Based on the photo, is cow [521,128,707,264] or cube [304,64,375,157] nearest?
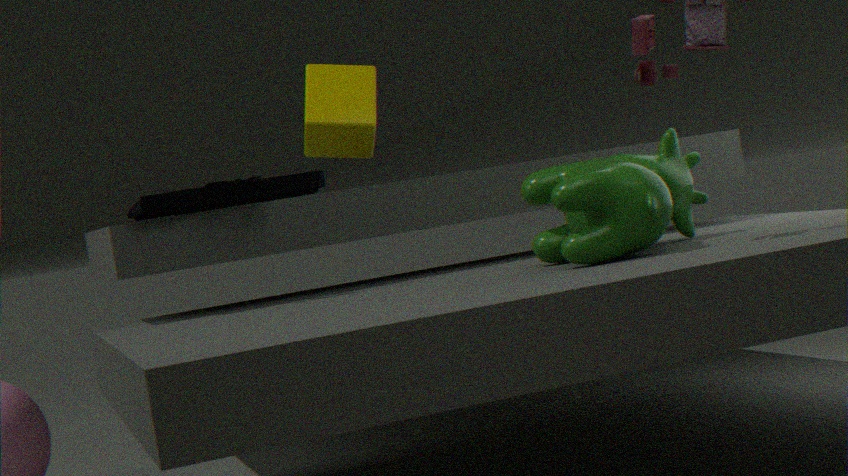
cow [521,128,707,264]
